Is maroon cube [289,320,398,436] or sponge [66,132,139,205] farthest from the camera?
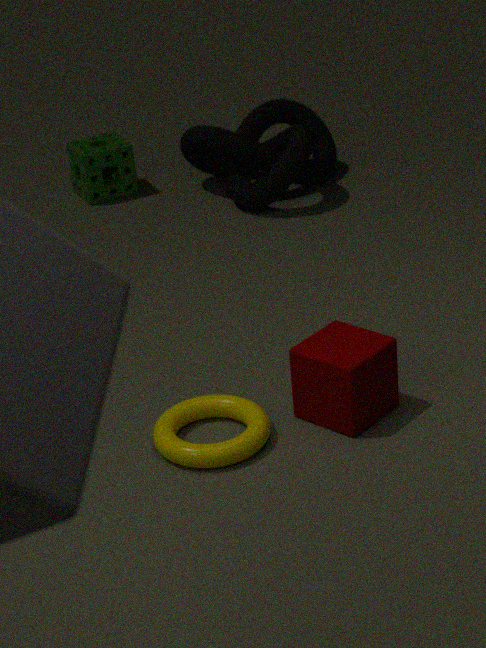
sponge [66,132,139,205]
